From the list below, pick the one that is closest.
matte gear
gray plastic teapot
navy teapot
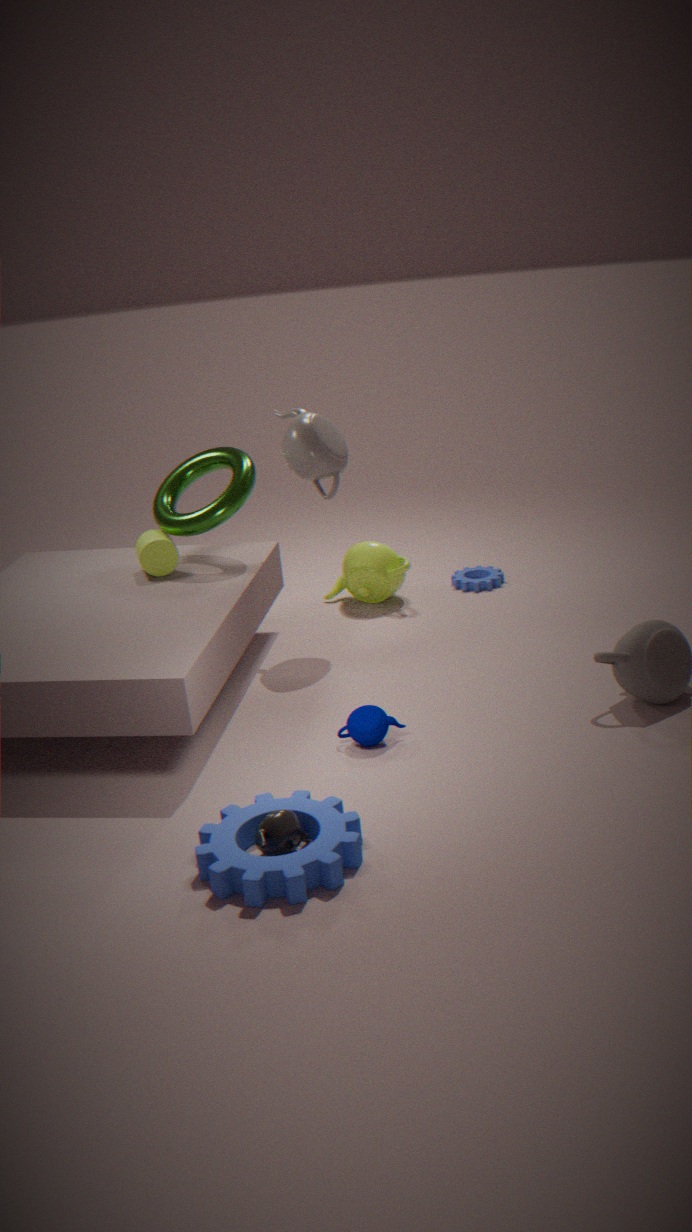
matte gear
